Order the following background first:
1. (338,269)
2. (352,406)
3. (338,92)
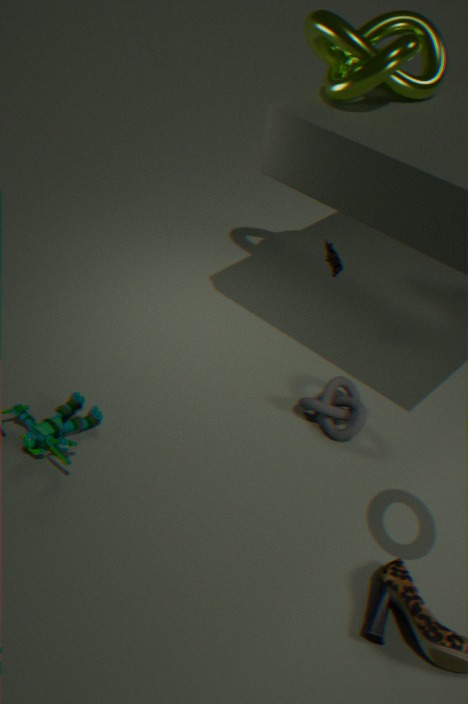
(338,269), (352,406), (338,92)
